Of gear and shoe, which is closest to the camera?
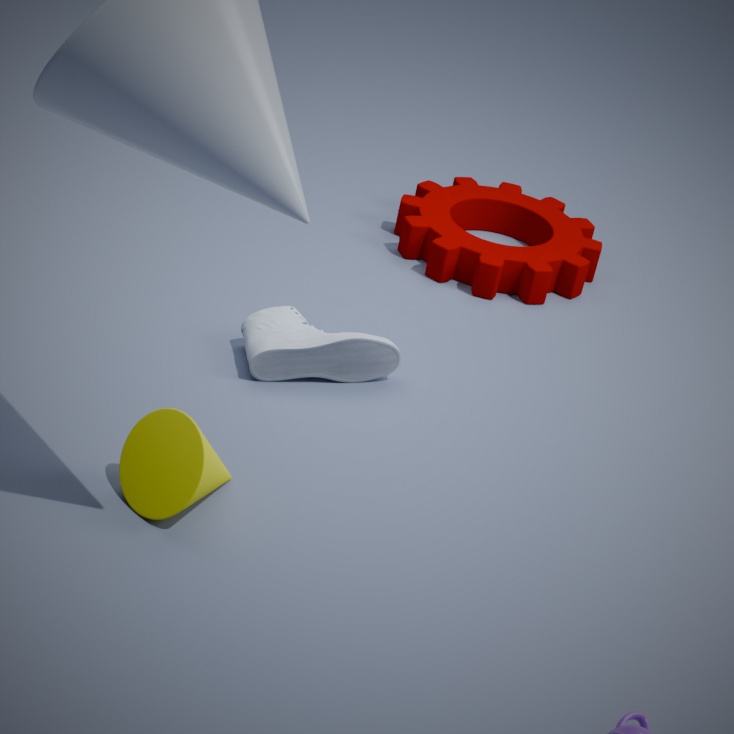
shoe
